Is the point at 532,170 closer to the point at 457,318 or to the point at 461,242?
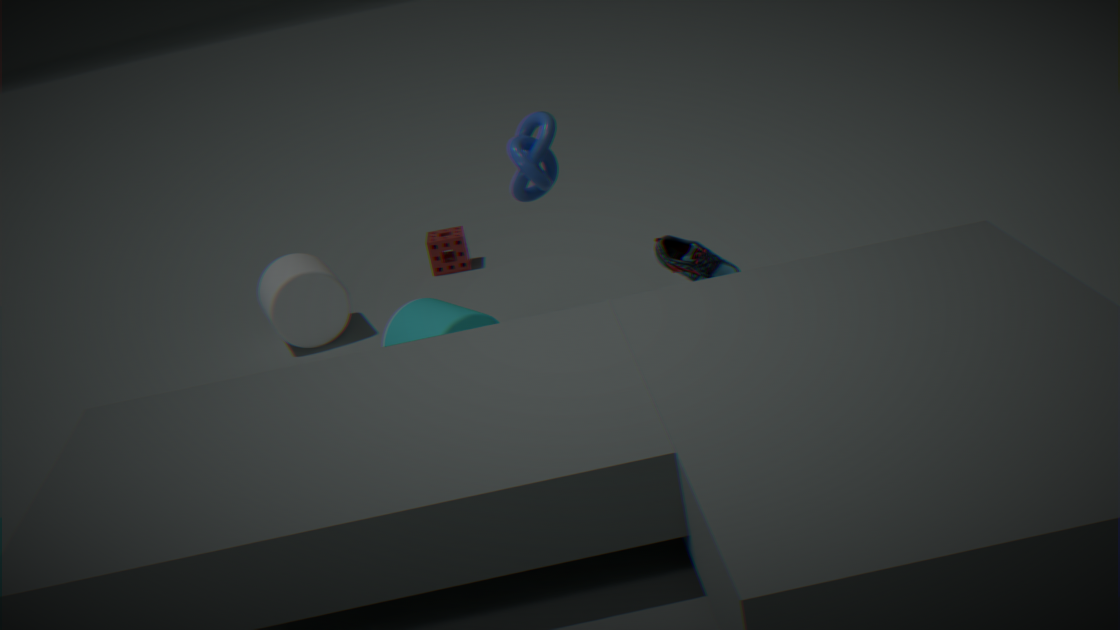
the point at 457,318
